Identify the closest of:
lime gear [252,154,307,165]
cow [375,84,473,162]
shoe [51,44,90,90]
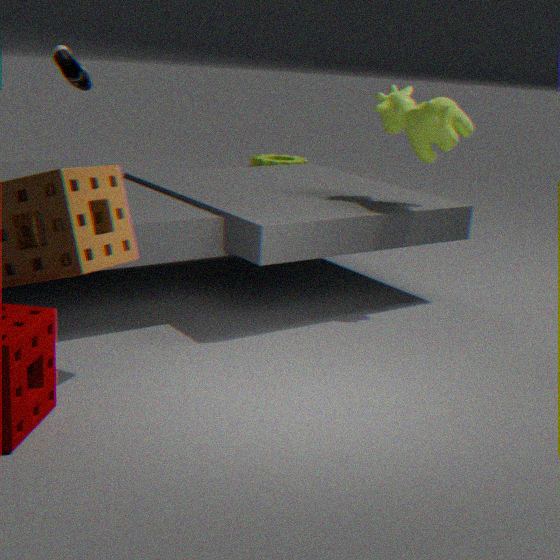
shoe [51,44,90,90]
